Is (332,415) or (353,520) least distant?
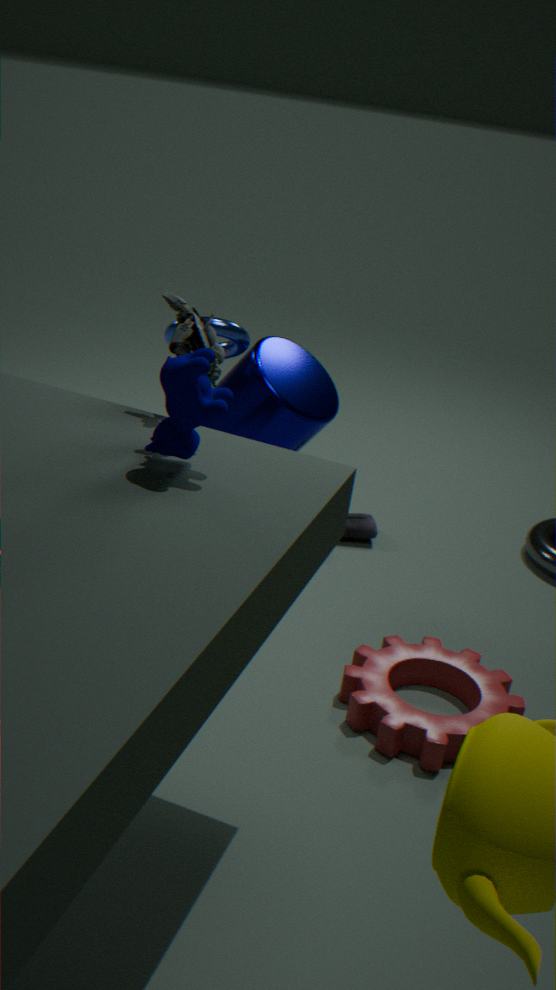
(332,415)
